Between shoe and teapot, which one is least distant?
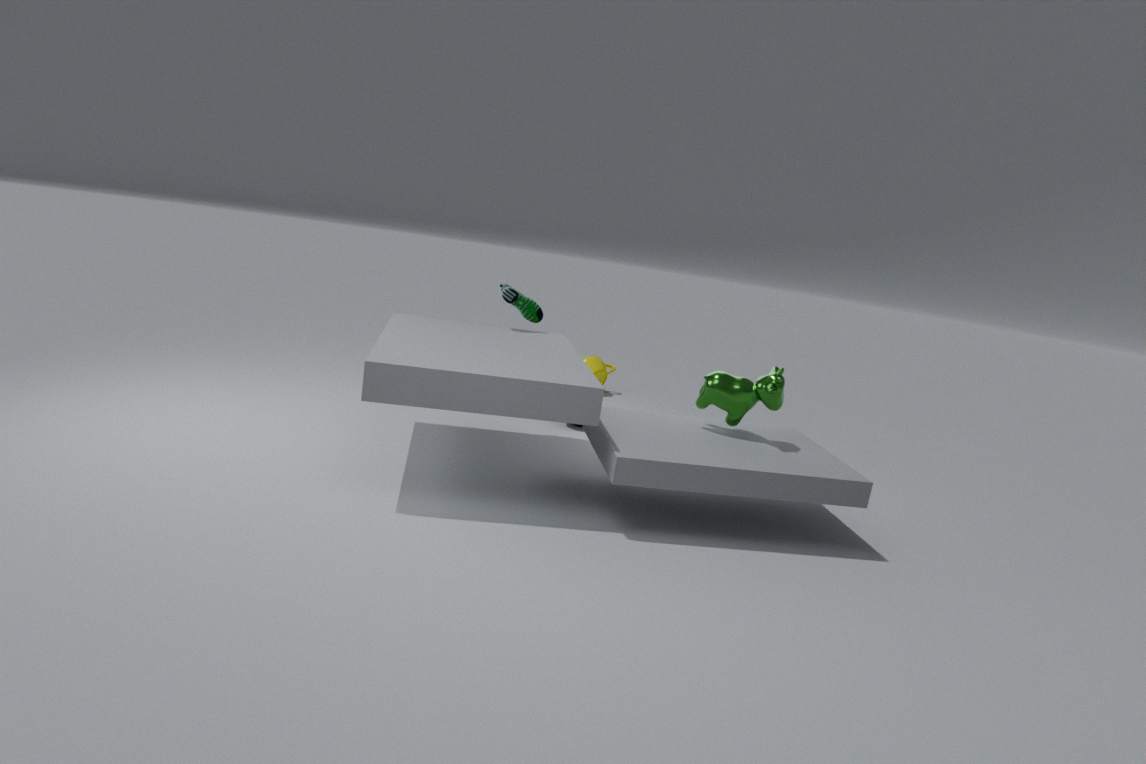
shoe
